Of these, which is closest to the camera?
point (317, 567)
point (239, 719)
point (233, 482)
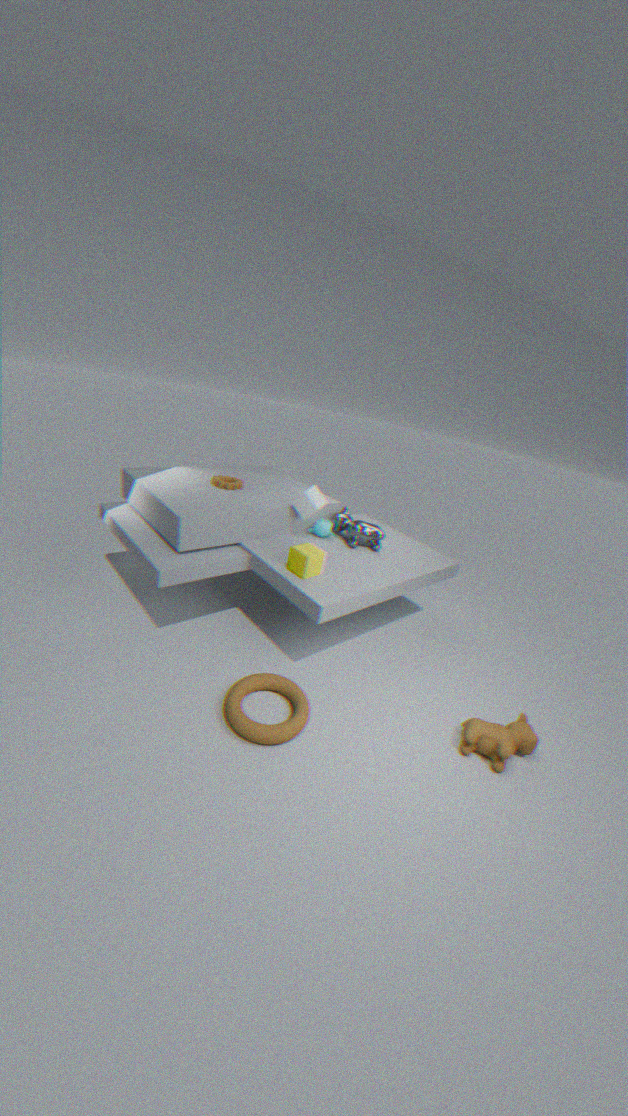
point (239, 719)
